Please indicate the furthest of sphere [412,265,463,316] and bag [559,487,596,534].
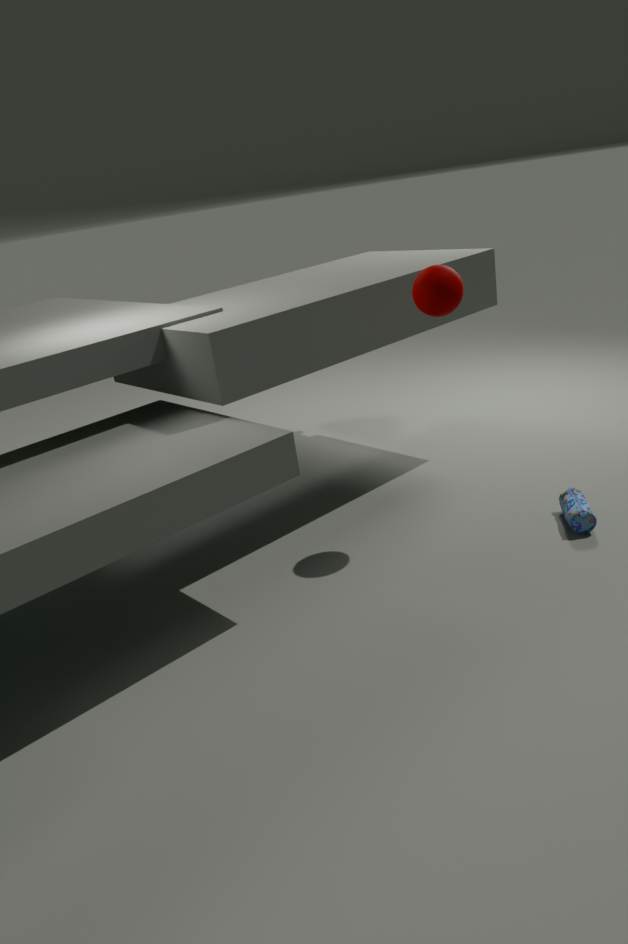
bag [559,487,596,534]
